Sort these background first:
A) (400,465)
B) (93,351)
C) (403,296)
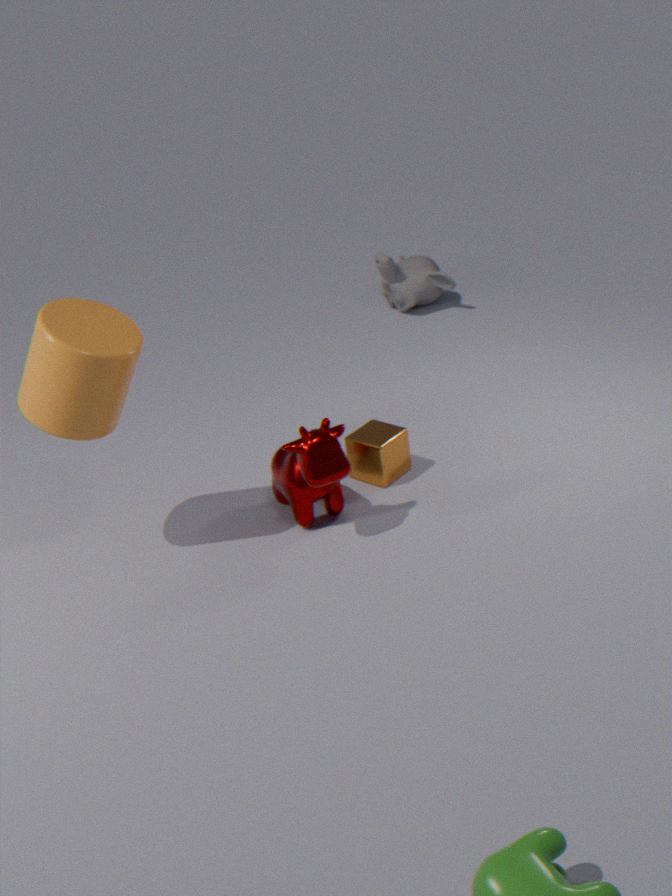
(403,296), (400,465), (93,351)
